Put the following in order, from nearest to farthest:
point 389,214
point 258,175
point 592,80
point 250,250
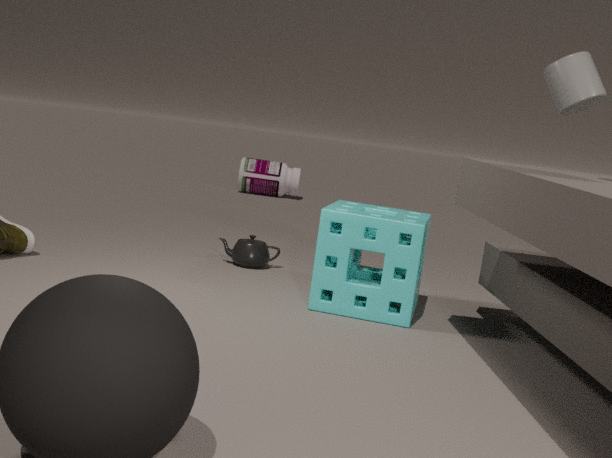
point 592,80 → point 389,214 → point 250,250 → point 258,175
